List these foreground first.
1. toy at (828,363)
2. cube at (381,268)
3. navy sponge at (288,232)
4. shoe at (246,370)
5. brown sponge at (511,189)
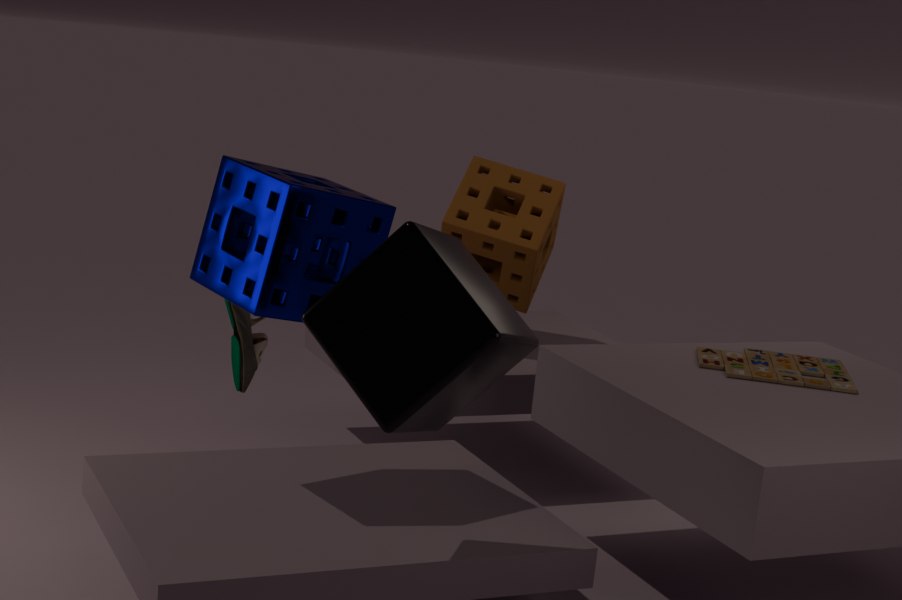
cube at (381,268)
navy sponge at (288,232)
toy at (828,363)
shoe at (246,370)
brown sponge at (511,189)
